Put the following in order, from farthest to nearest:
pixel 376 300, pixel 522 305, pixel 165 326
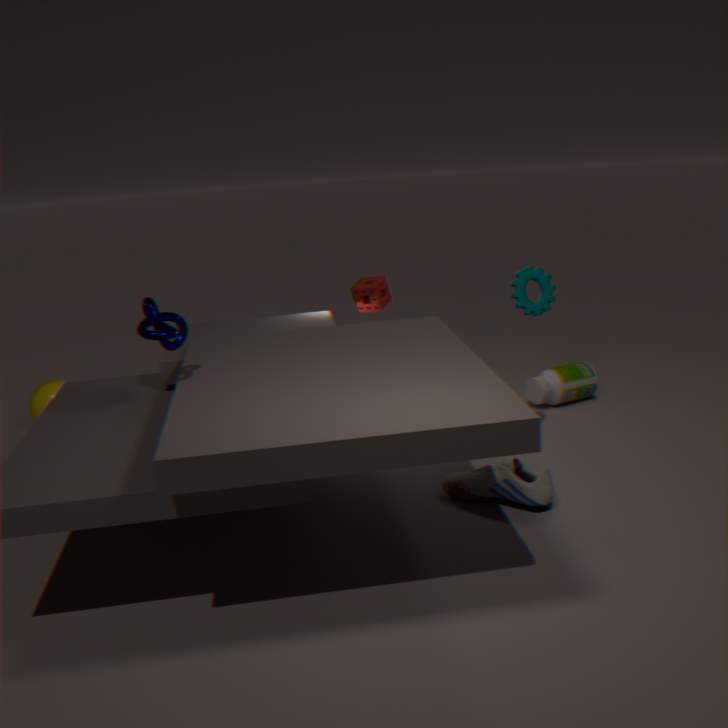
pixel 376 300
pixel 522 305
pixel 165 326
